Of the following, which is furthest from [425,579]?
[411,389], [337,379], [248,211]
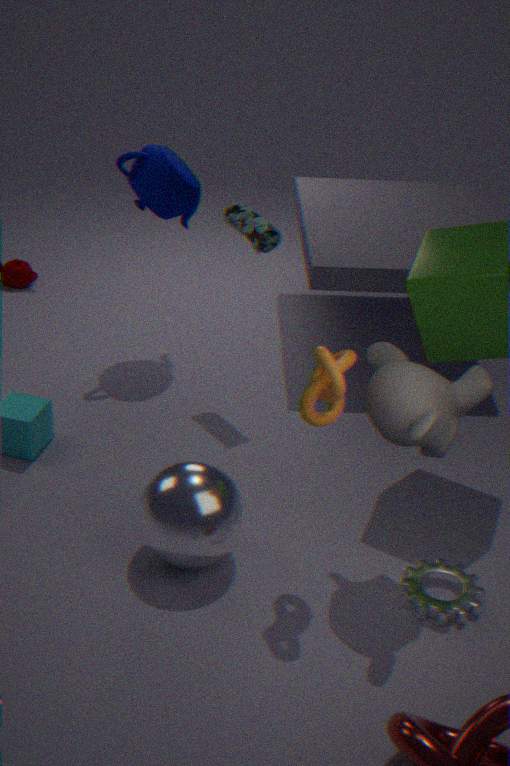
[248,211]
